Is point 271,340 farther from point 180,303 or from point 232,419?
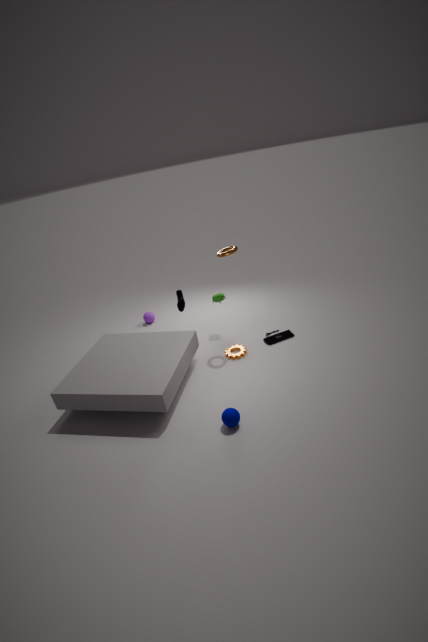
point 232,419
